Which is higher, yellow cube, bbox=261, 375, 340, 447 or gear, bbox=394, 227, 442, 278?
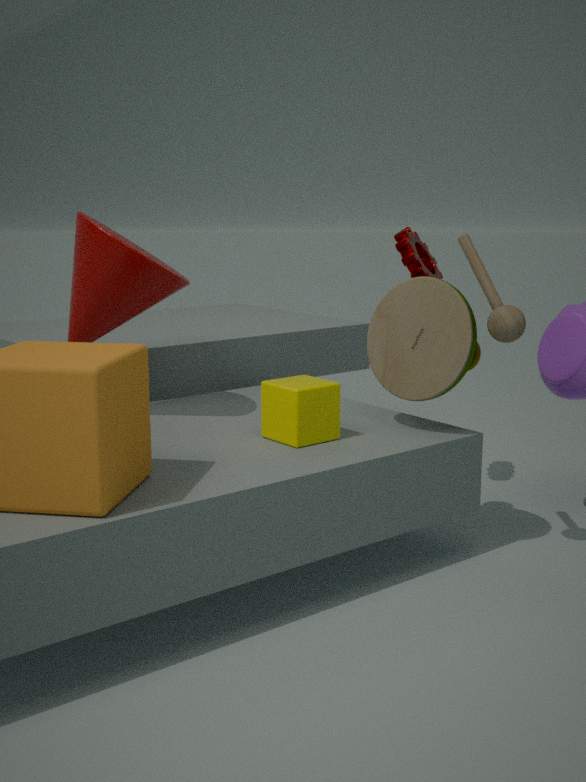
gear, bbox=394, 227, 442, 278
